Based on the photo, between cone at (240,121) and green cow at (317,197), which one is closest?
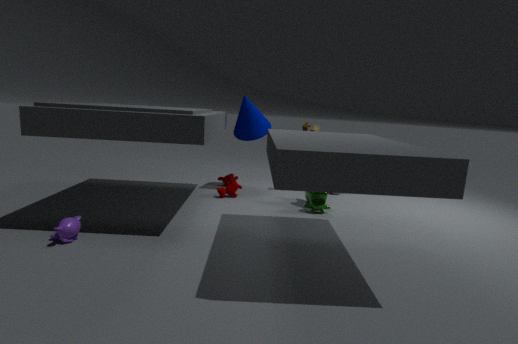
green cow at (317,197)
